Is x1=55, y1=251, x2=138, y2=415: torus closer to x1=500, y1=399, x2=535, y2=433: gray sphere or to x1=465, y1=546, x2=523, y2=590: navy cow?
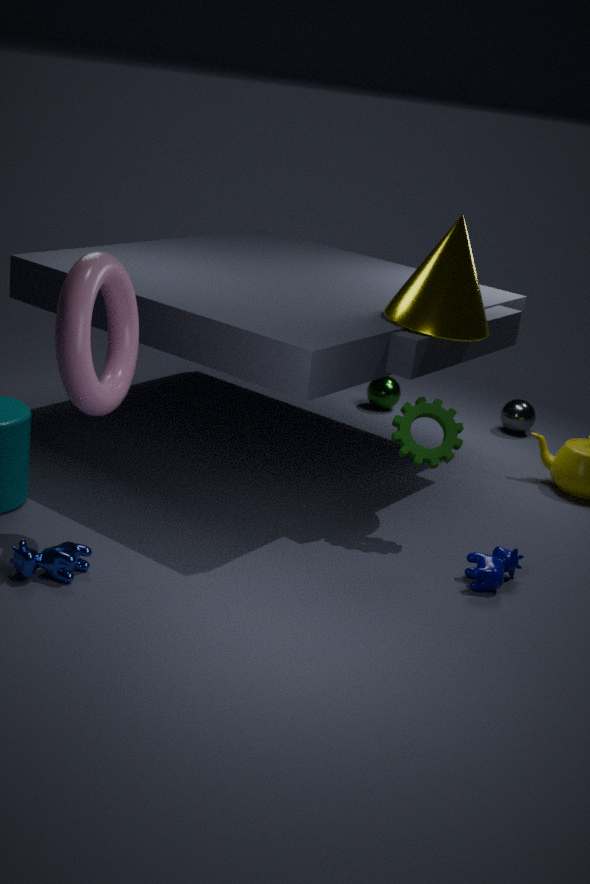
x1=465, y1=546, x2=523, y2=590: navy cow
